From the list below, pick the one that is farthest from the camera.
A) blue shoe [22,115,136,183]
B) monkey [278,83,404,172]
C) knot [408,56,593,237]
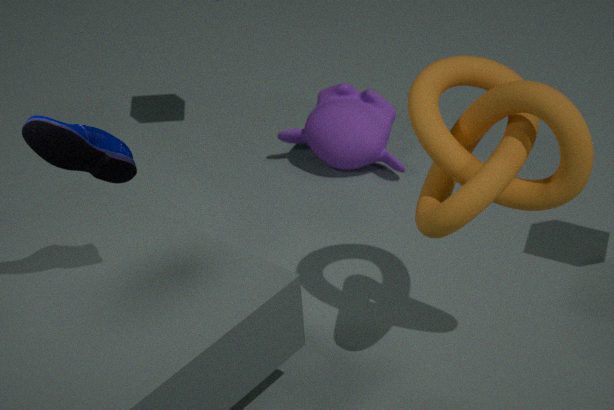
monkey [278,83,404,172]
